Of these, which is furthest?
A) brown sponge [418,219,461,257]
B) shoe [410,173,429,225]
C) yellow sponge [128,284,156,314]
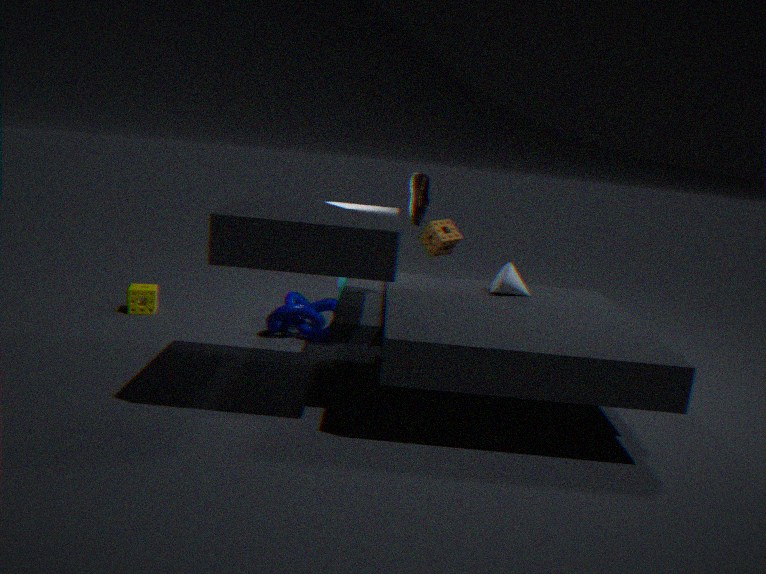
yellow sponge [128,284,156,314]
